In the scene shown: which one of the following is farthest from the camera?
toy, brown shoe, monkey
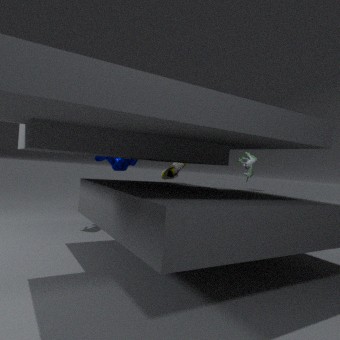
monkey
